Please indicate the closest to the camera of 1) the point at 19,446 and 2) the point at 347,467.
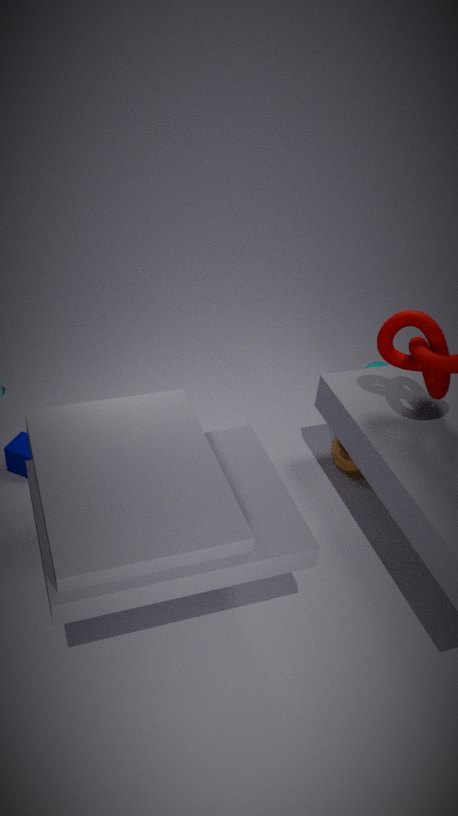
1. the point at 19,446
